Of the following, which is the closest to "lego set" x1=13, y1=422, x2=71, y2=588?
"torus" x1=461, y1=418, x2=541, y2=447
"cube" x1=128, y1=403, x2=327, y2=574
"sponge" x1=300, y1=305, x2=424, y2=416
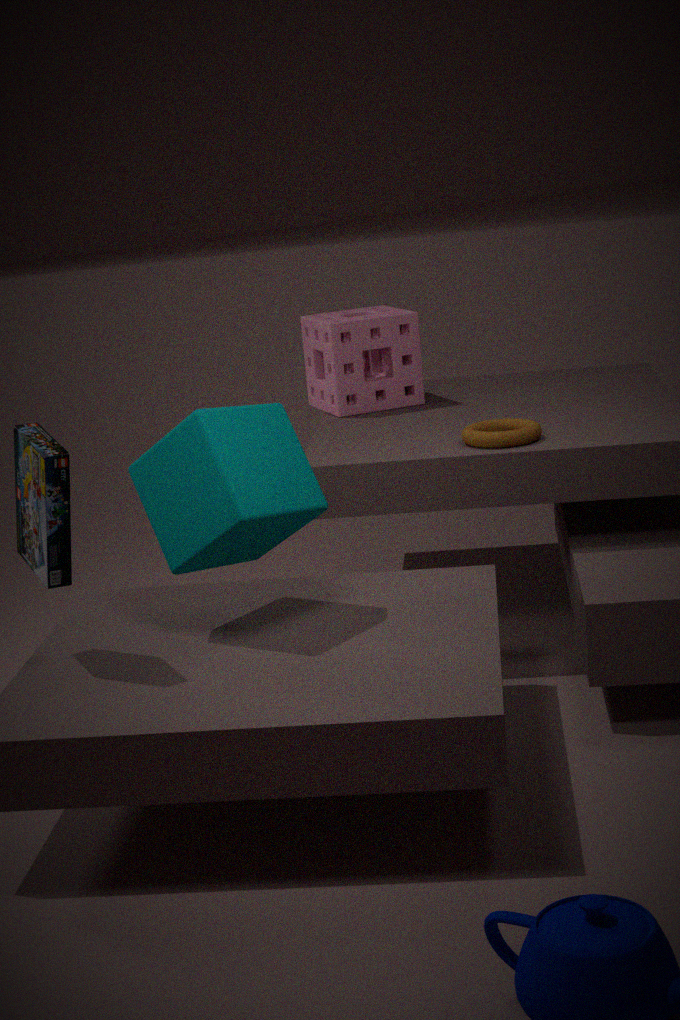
"cube" x1=128, y1=403, x2=327, y2=574
